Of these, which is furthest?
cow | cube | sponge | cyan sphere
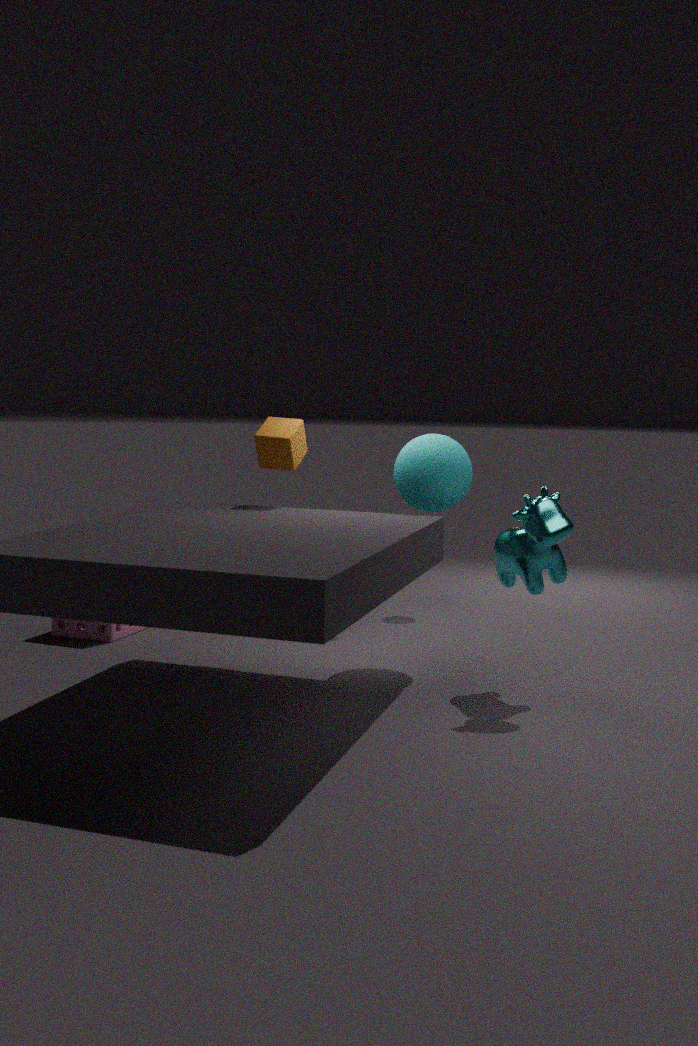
sponge
